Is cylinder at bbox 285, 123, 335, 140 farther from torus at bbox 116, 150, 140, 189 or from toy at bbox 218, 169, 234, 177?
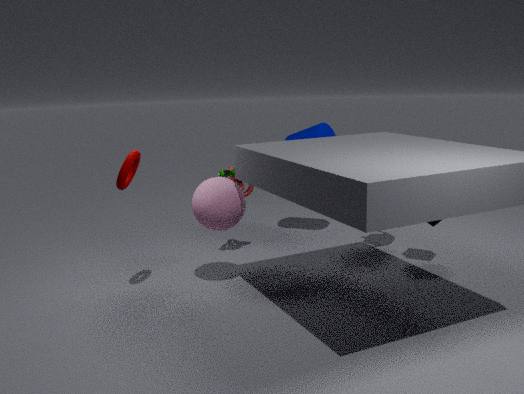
torus at bbox 116, 150, 140, 189
